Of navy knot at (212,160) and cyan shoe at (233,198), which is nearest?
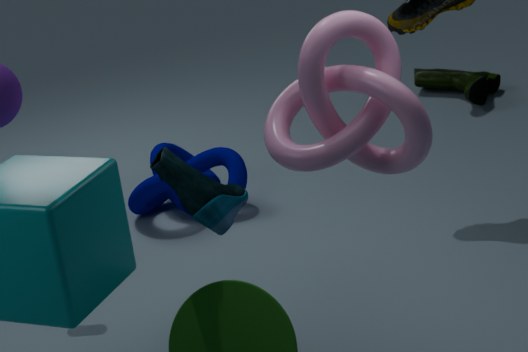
cyan shoe at (233,198)
